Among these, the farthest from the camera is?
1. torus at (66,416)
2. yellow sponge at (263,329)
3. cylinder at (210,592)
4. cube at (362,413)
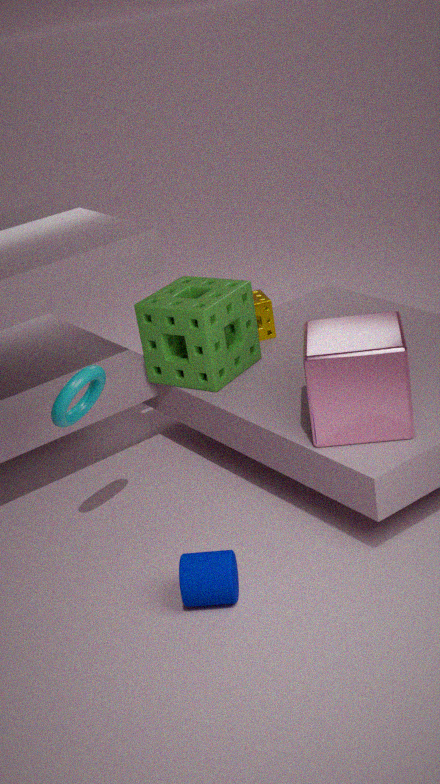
yellow sponge at (263,329)
